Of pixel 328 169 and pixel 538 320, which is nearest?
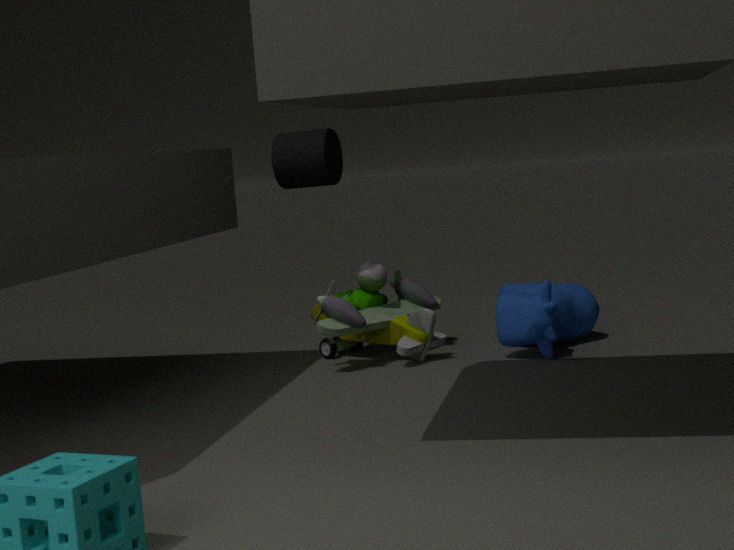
pixel 538 320
